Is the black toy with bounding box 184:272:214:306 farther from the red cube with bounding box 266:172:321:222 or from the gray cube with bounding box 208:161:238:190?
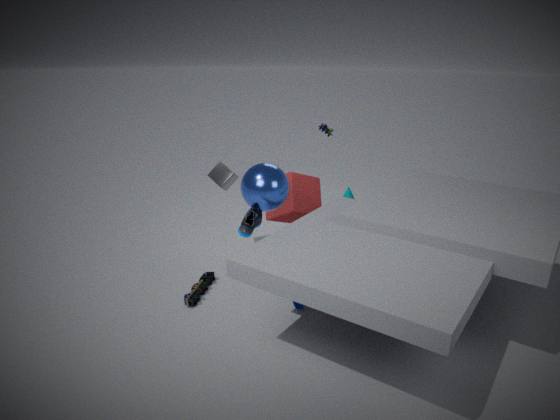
the gray cube with bounding box 208:161:238:190
